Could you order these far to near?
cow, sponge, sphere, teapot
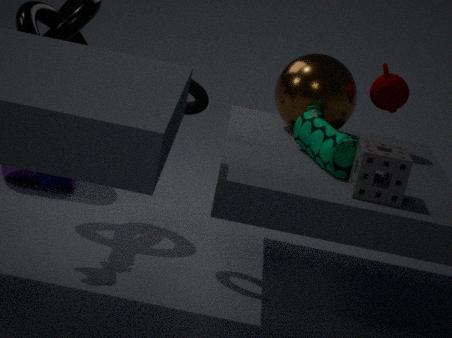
teapot
sphere
cow
sponge
